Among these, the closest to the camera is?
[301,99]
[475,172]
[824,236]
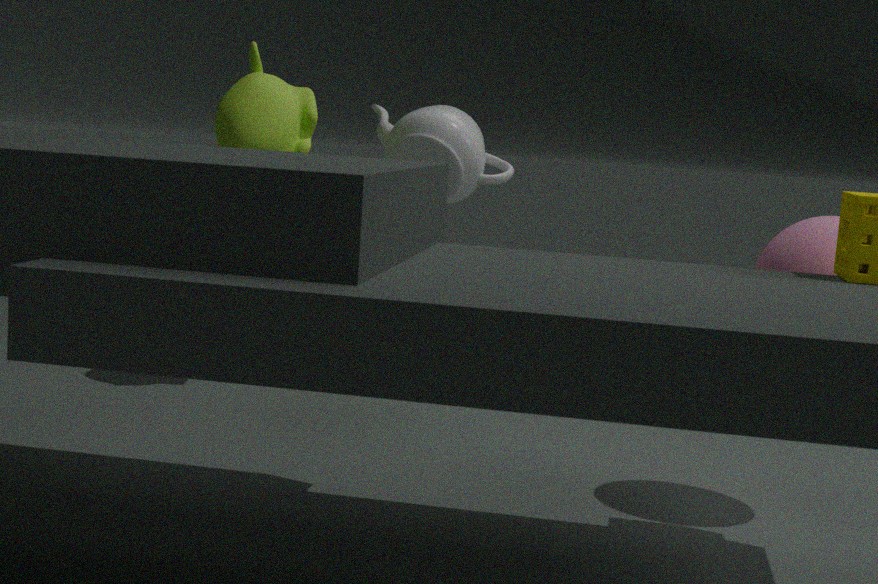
[824,236]
